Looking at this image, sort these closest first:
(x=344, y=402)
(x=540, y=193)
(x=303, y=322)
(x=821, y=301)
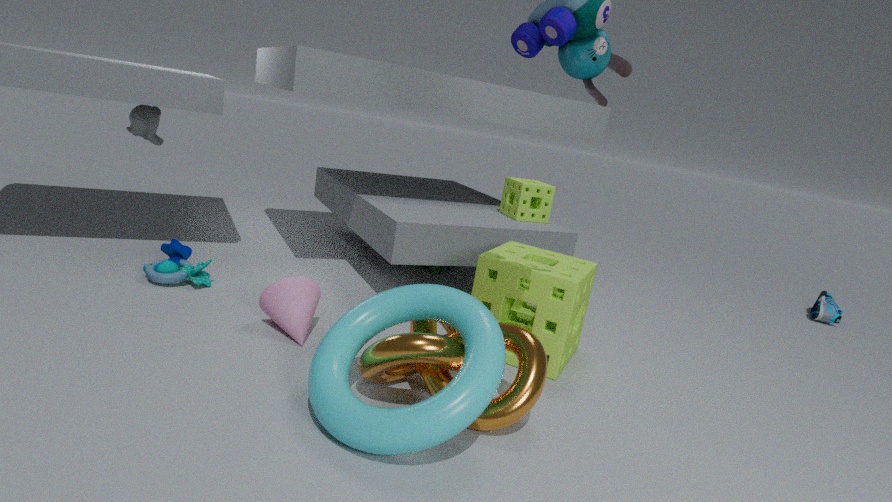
(x=344, y=402)
(x=303, y=322)
(x=540, y=193)
(x=821, y=301)
